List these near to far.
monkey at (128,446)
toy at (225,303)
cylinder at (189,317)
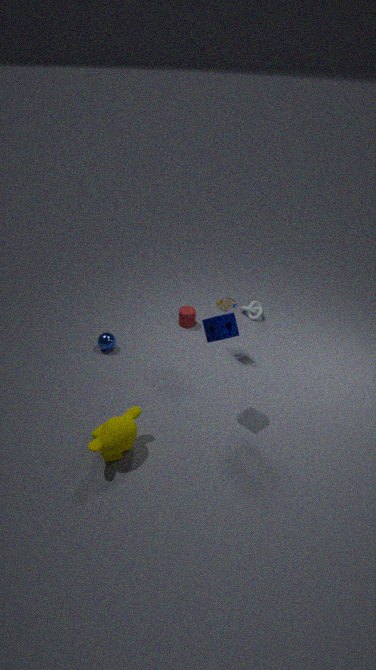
monkey at (128,446) → toy at (225,303) → cylinder at (189,317)
